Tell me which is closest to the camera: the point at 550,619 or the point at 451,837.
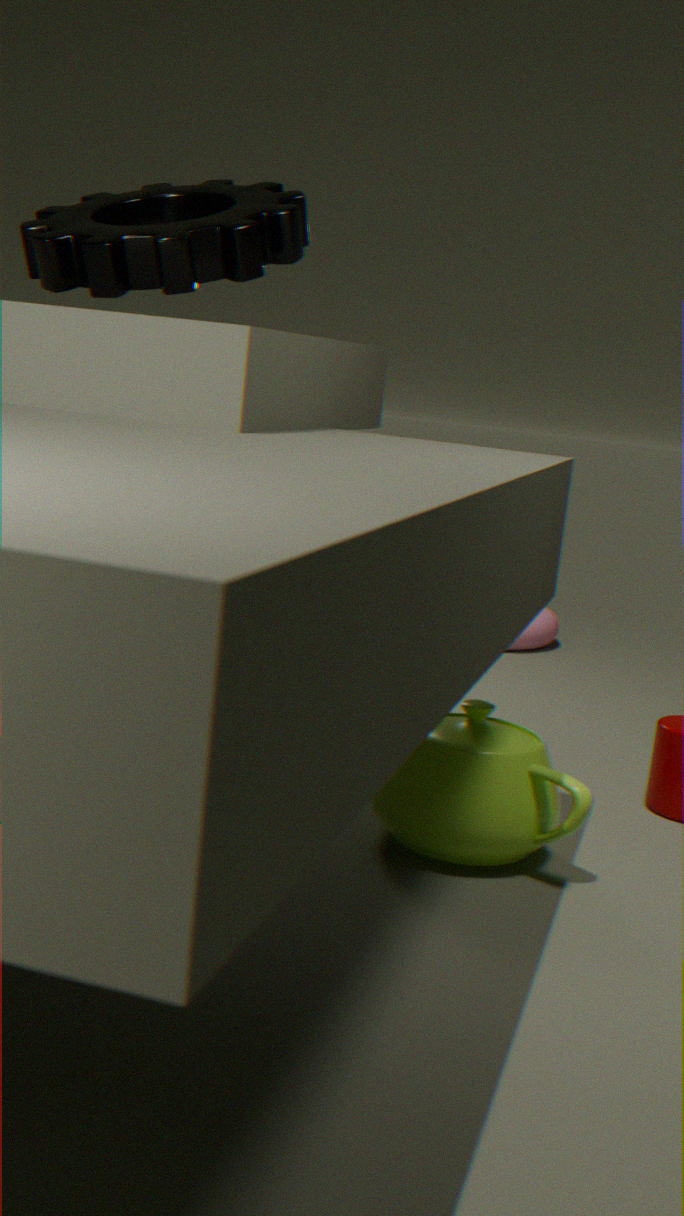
the point at 451,837
